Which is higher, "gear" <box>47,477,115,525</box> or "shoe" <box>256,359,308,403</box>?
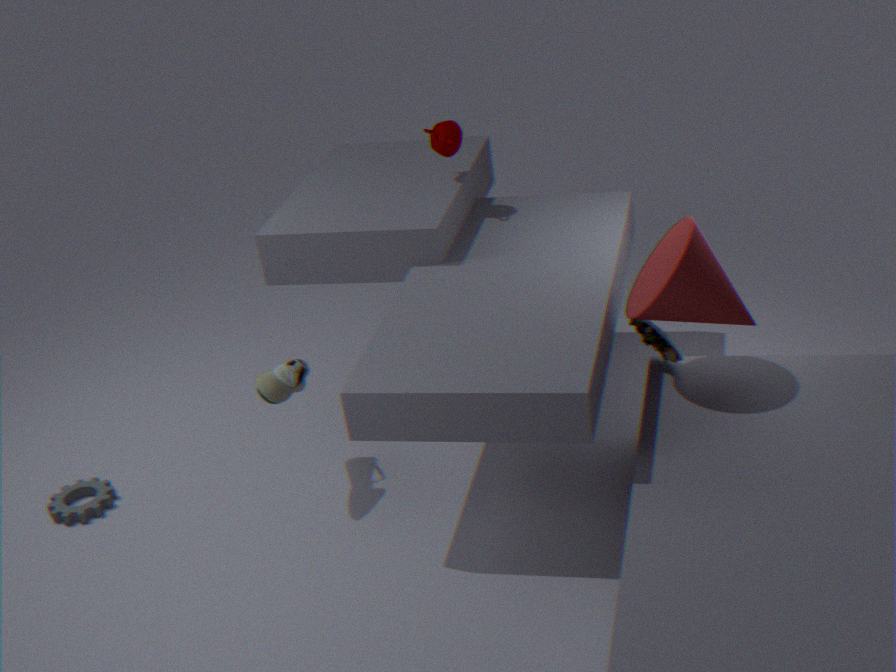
"shoe" <box>256,359,308,403</box>
